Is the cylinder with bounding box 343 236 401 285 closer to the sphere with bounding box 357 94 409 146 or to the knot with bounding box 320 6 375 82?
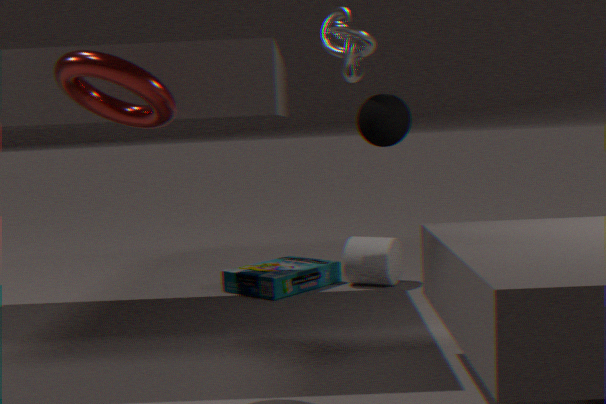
the sphere with bounding box 357 94 409 146
